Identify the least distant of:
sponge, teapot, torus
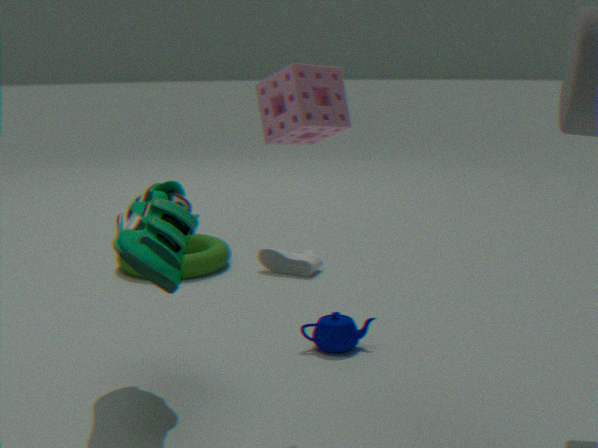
sponge
